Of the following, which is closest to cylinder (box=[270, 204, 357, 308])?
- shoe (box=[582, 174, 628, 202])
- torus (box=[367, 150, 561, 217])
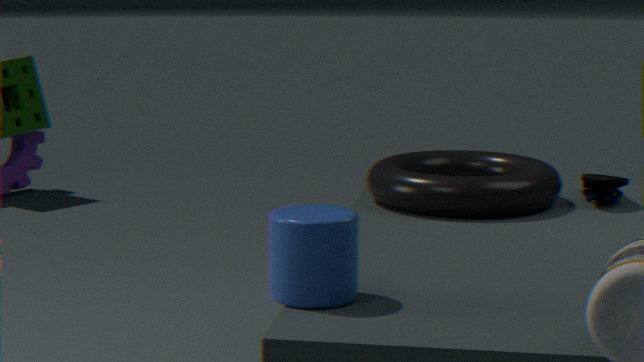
torus (box=[367, 150, 561, 217])
